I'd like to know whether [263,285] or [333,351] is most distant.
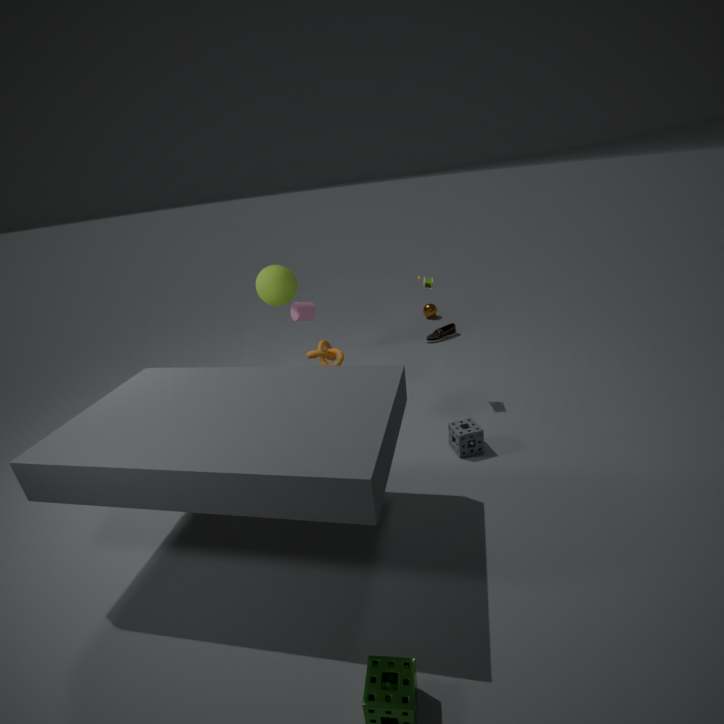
[263,285]
